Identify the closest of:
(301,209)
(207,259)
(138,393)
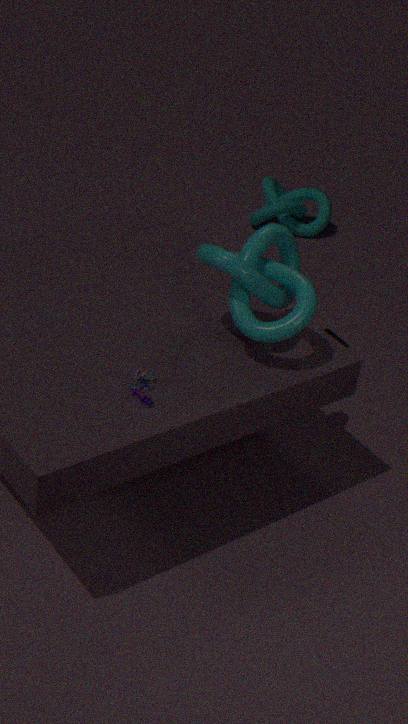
(138,393)
